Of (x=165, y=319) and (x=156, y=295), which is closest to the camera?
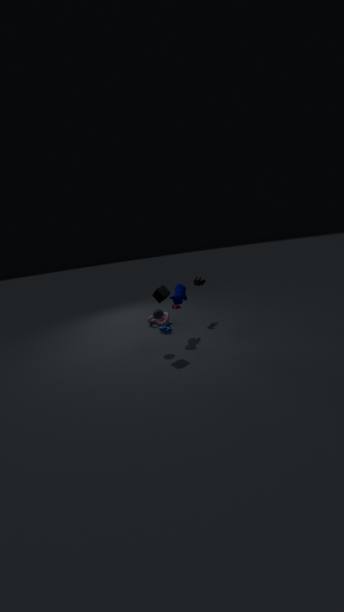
(x=156, y=295)
